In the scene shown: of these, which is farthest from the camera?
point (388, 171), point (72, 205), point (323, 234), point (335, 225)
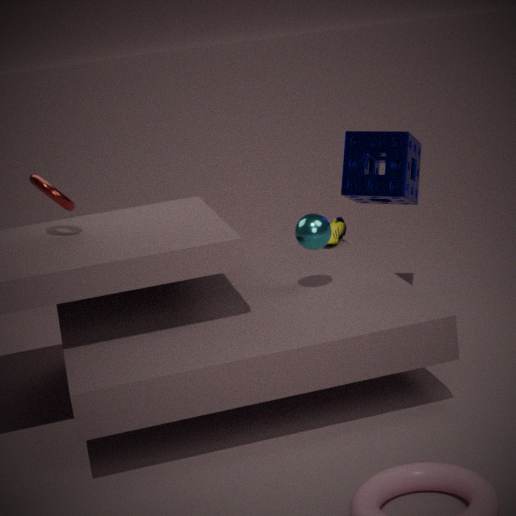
point (335, 225)
